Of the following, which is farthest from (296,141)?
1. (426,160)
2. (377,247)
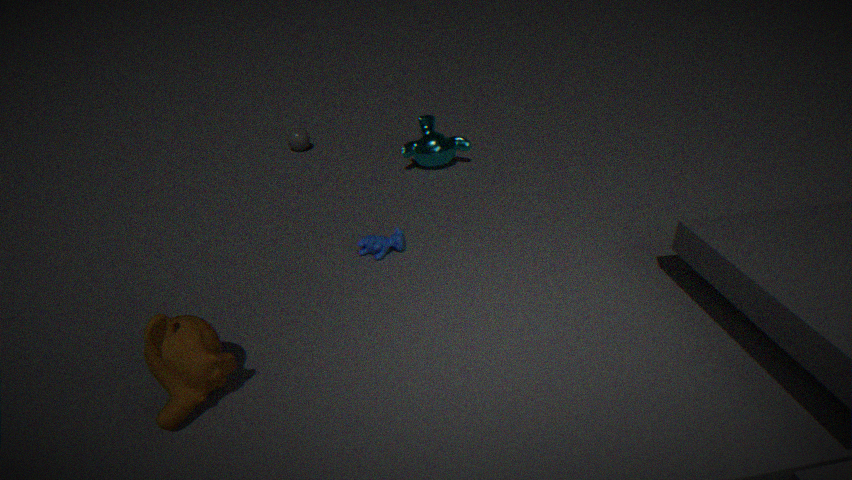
(377,247)
